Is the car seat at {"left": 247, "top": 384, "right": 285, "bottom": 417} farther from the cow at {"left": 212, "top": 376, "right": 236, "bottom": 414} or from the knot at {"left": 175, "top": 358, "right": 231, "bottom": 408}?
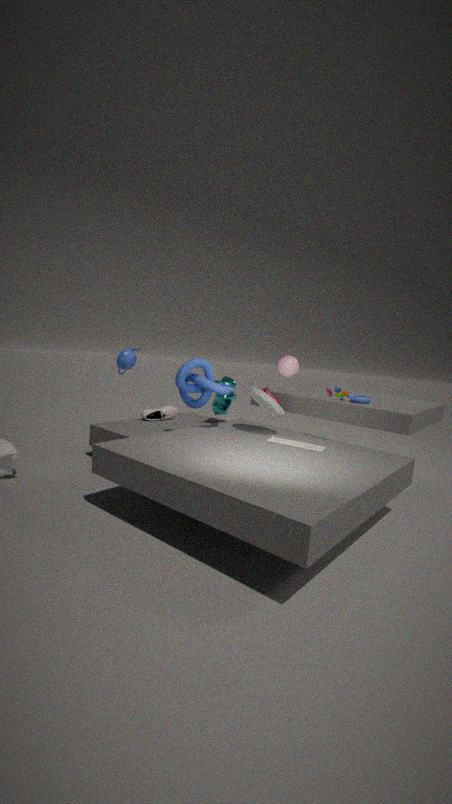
the cow at {"left": 212, "top": 376, "right": 236, "bottom": 414}
